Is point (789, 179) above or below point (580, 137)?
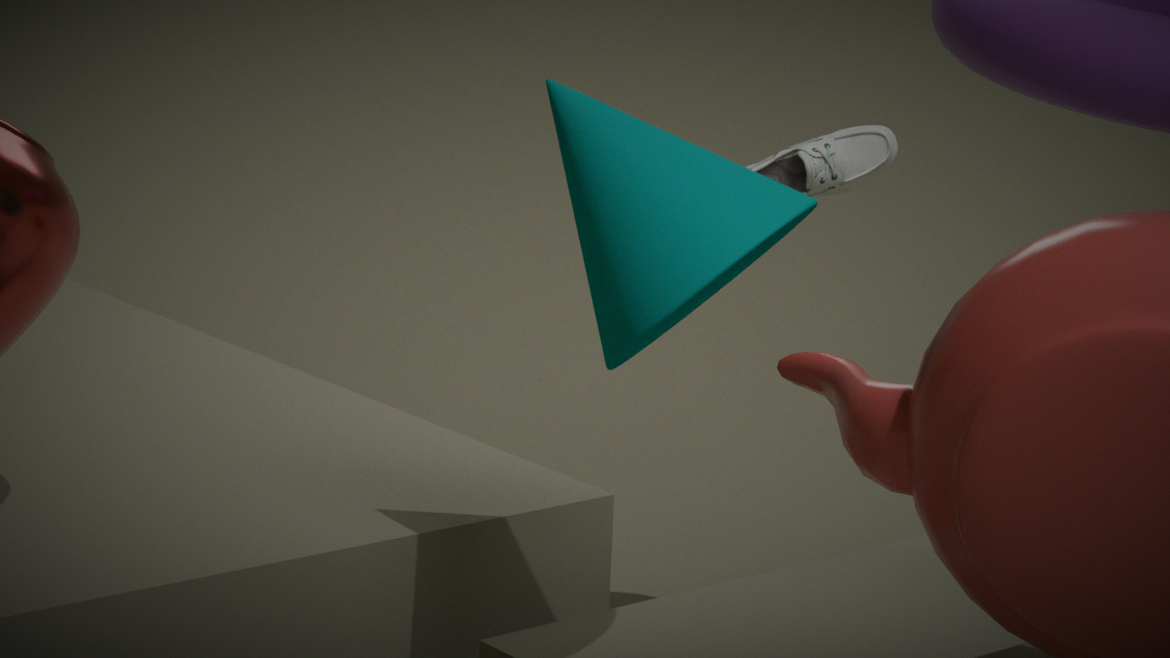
below
